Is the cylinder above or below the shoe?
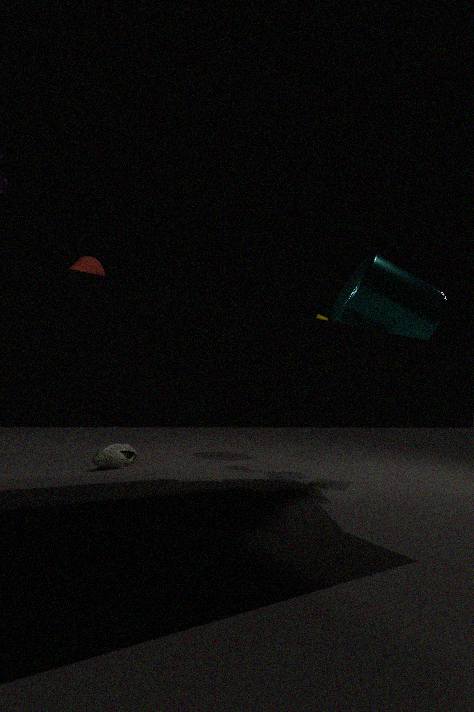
above
